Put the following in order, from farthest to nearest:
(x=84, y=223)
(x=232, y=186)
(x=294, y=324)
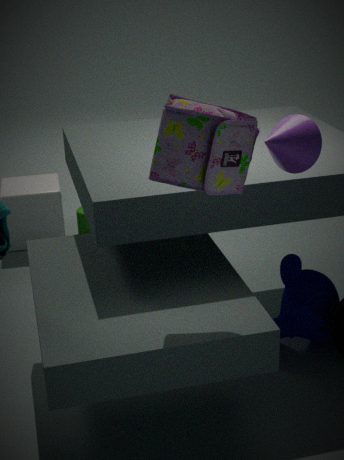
(x=84, y=223)
(x=294, y=324)
(x=232, y=186)
